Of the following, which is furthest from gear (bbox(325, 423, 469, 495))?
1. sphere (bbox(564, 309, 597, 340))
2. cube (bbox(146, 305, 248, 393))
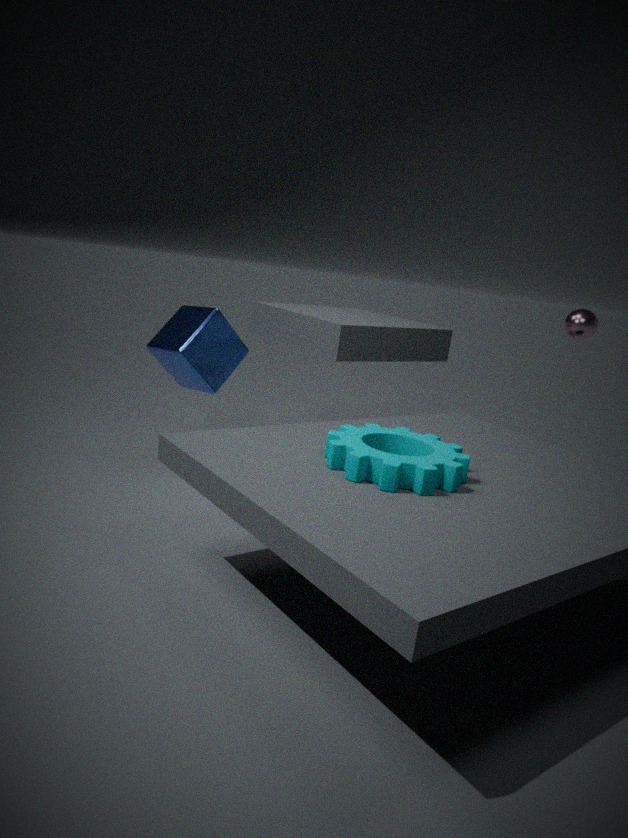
sphere (bbox(564, 309, 597, 340))
